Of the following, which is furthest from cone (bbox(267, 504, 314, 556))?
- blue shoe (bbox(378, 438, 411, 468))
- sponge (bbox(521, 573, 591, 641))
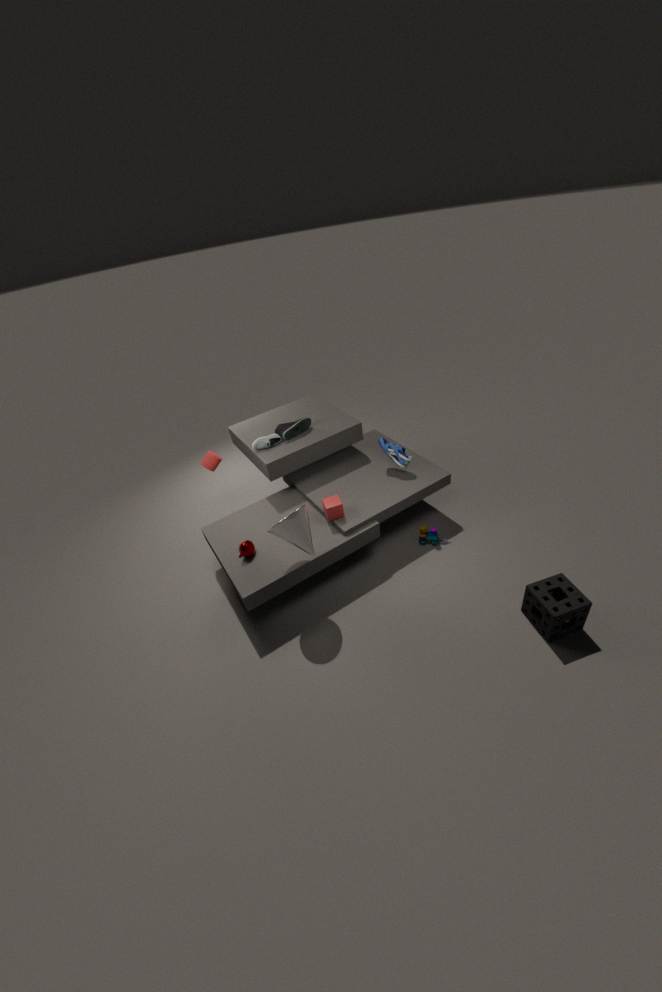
sponge (bbox(521, 573, 591, 641))
